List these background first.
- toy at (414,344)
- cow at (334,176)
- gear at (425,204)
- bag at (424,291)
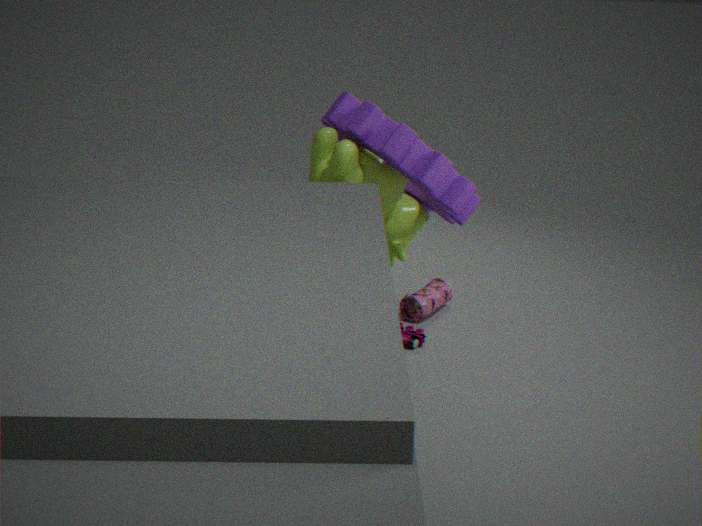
1. bag at (424,291)
2. toy at (414,344)
3. cow at (334,176)
4. gear at (425,204)
